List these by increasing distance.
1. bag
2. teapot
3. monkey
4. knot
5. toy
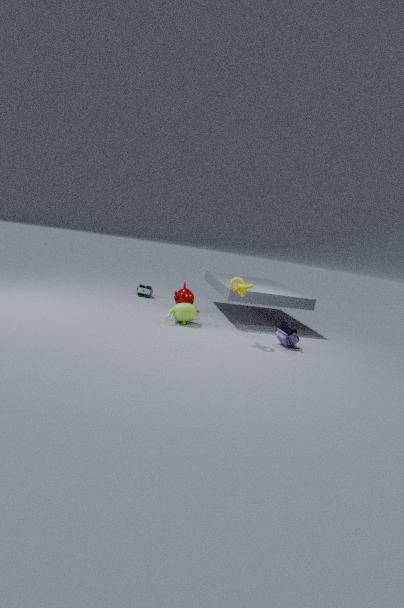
knot → bag → teapot → monkey → toy
